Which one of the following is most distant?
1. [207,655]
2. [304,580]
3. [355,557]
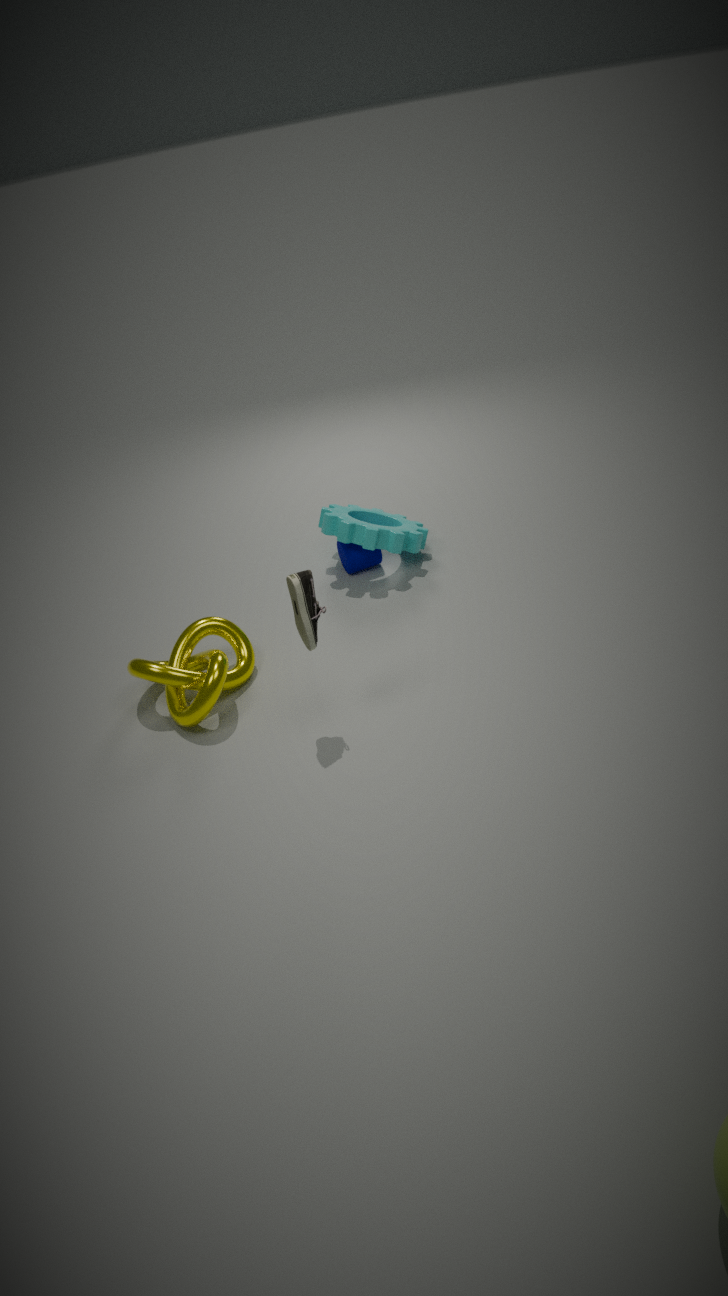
[355,557]
